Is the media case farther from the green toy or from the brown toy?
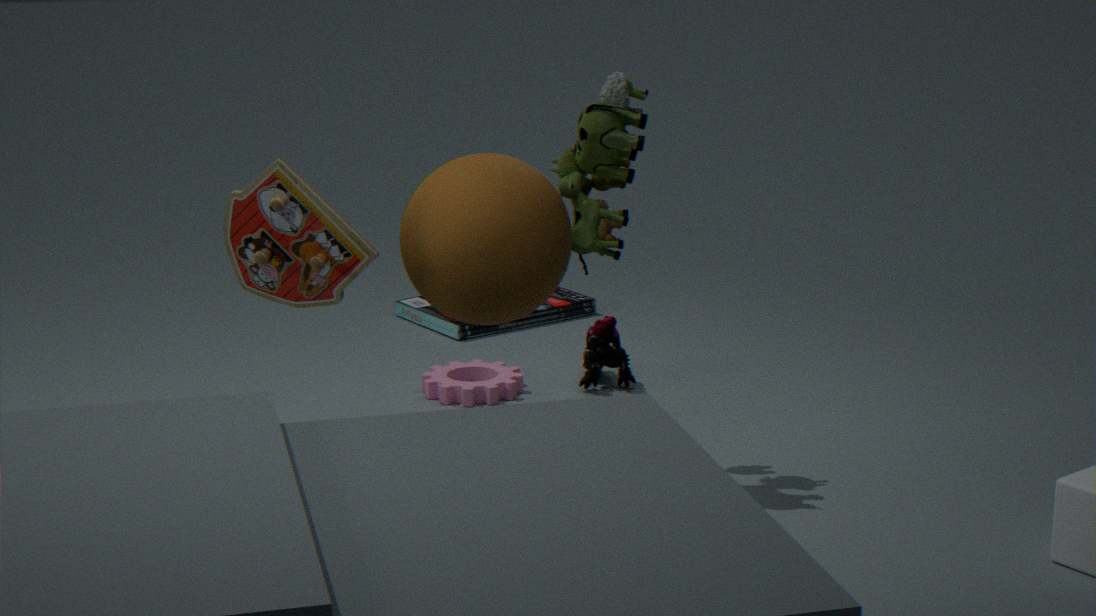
the brown toy
